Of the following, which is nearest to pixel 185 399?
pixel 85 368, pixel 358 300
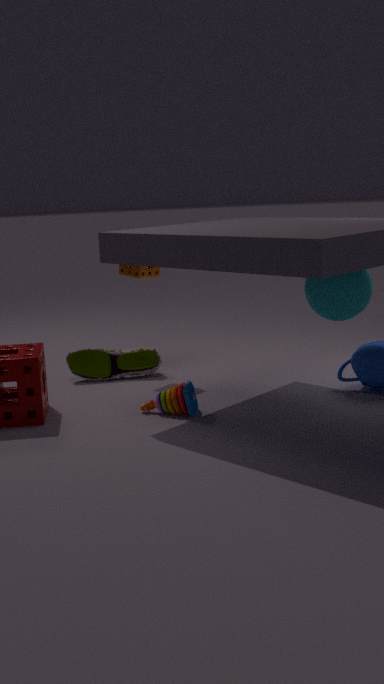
pixel 85 368
